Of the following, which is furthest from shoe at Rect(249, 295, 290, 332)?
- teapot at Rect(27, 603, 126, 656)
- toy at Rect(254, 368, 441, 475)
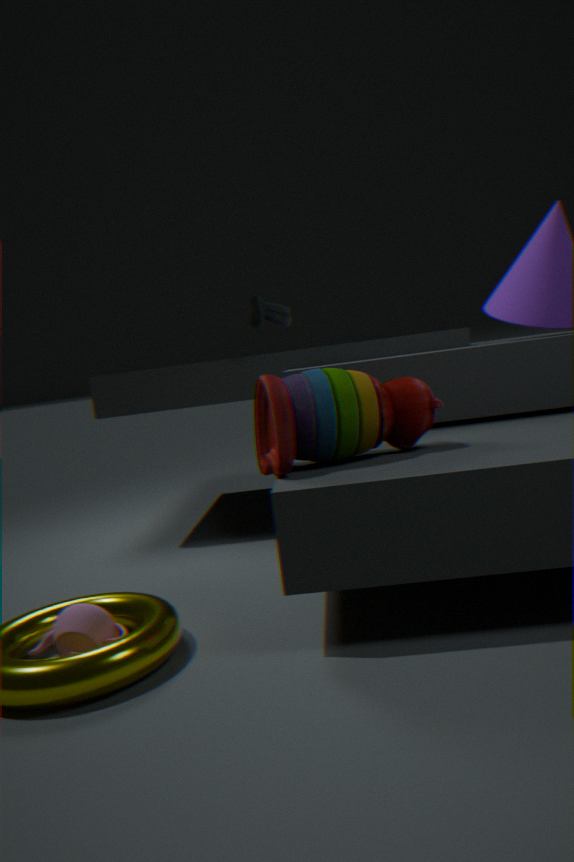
teapot at Rect(27, 603, 126, 656)
